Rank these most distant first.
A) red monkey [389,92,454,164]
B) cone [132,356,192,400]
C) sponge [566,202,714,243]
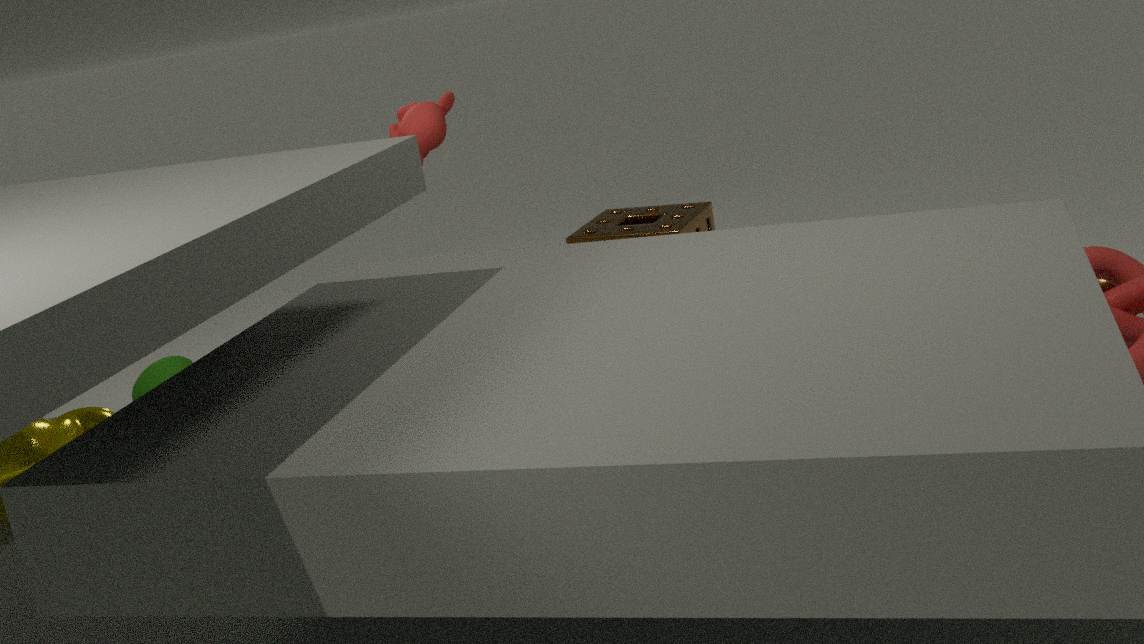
cone [132,356,192,400] < sponge [566,202,714,243] < red monkey [389,92,454,164]
